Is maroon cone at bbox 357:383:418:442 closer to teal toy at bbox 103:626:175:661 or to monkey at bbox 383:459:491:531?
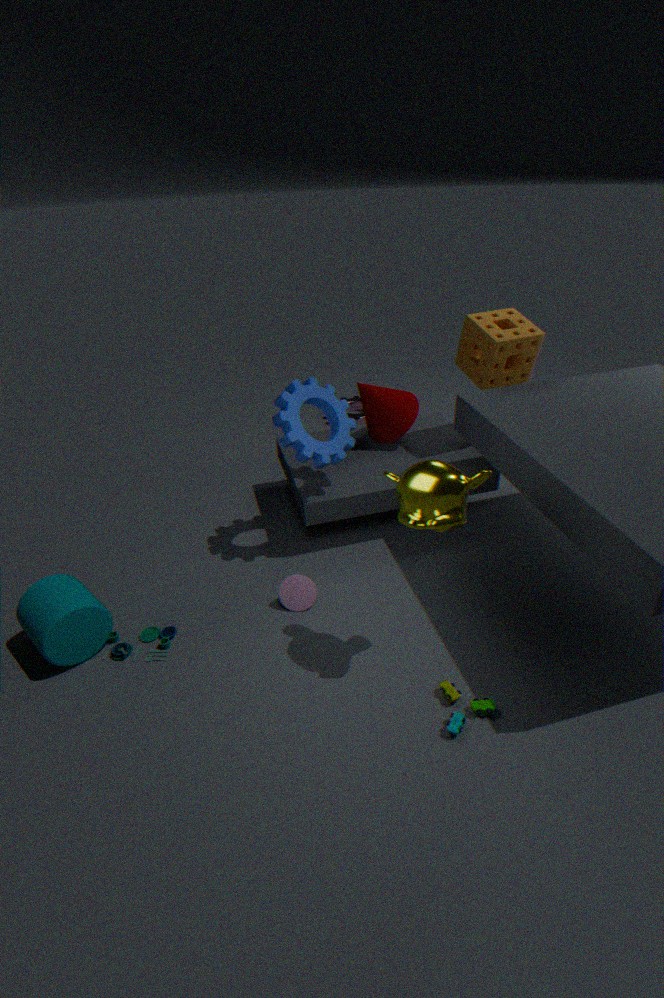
monkey at bbox 383:459:491:531
